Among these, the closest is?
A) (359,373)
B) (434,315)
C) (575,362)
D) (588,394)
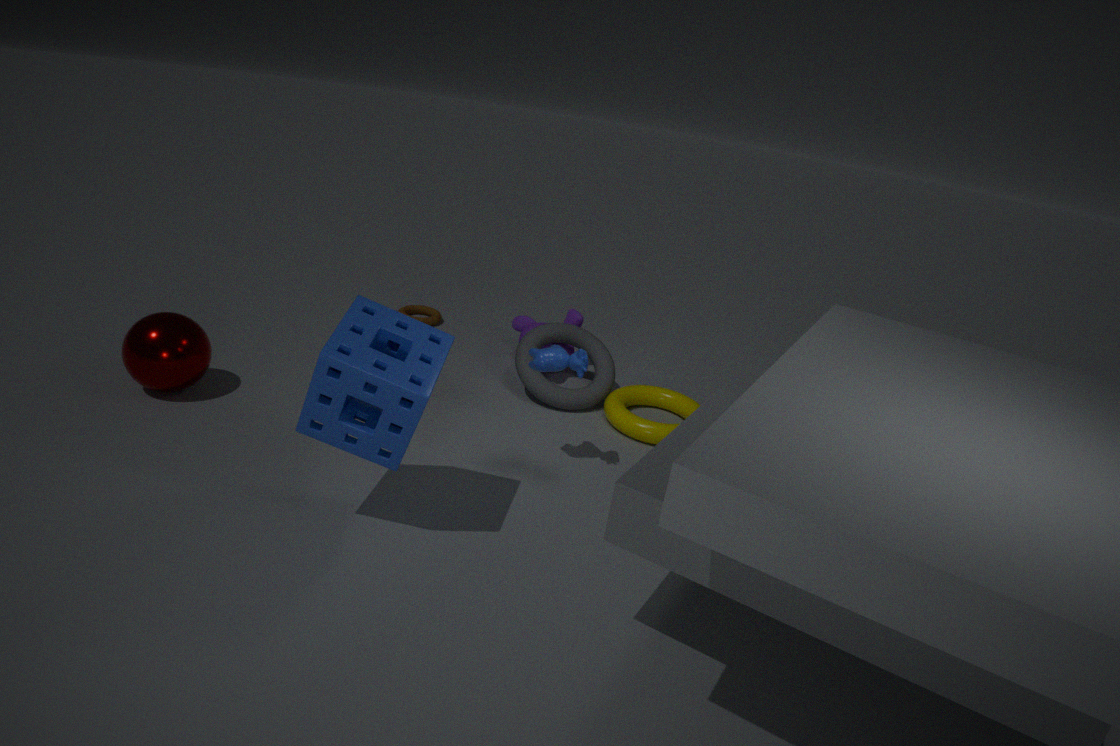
(359,373)
